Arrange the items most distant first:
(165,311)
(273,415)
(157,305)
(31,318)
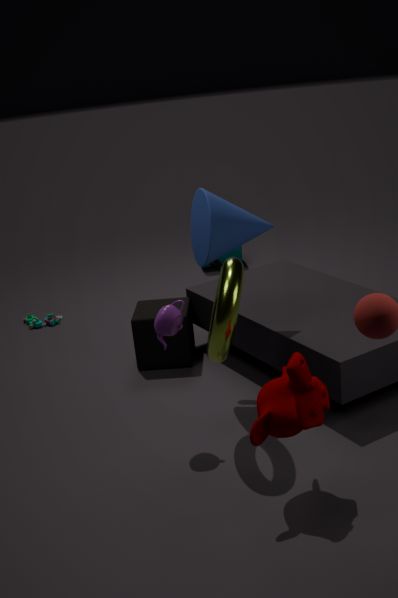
1. (31,318)
2. (157,305)
3. (165,311)
4. (273,415)
